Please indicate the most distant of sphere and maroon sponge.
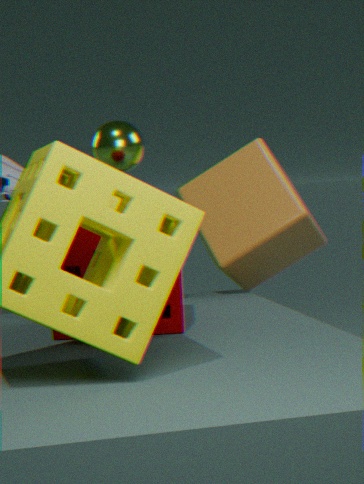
sphere
